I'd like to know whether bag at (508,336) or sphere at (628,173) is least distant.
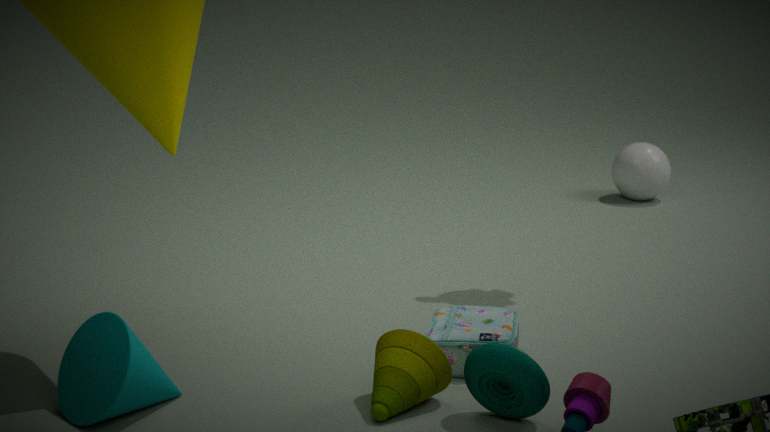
bag at (508,336)
